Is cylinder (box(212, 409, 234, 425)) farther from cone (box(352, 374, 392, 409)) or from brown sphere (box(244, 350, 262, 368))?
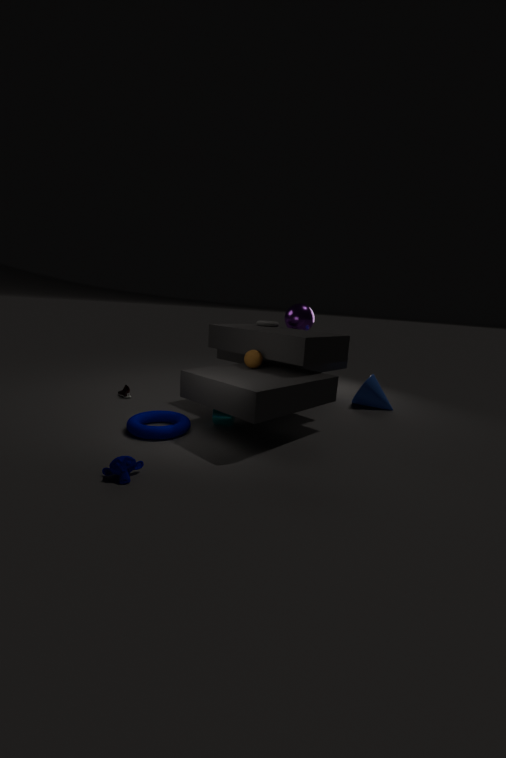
cone (box(352, 374, 392, 409))
